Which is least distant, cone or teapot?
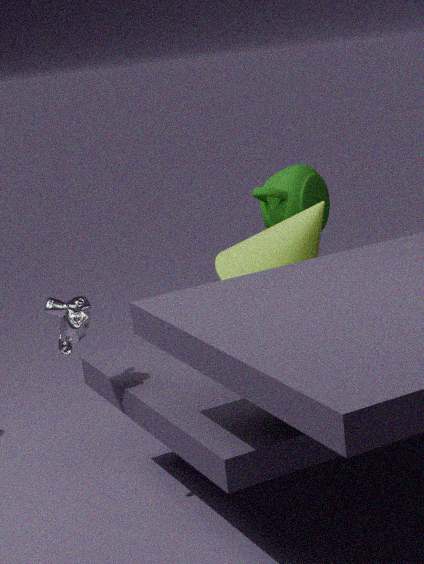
cone
